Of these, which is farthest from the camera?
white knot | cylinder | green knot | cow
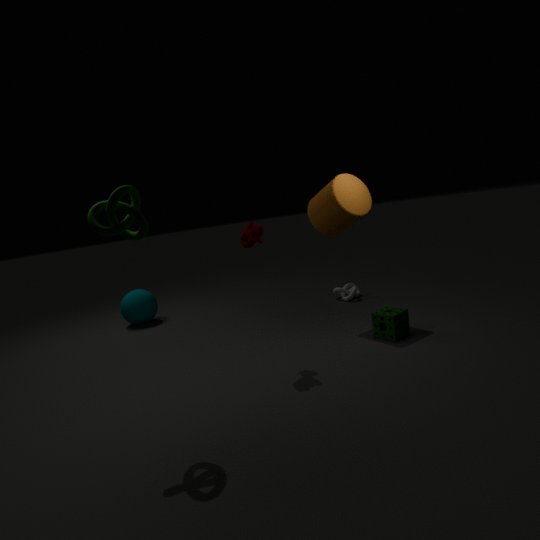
white knot
